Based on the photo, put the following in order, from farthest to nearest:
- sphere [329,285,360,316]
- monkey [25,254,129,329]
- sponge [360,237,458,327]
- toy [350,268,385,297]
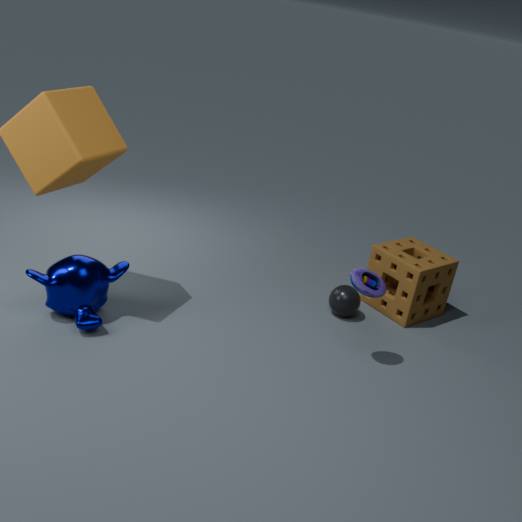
sponge [360,237,458,327]
sphere [329,285,360,316]
monkey [25,254,129,329]
toy [350,268,385,297]
